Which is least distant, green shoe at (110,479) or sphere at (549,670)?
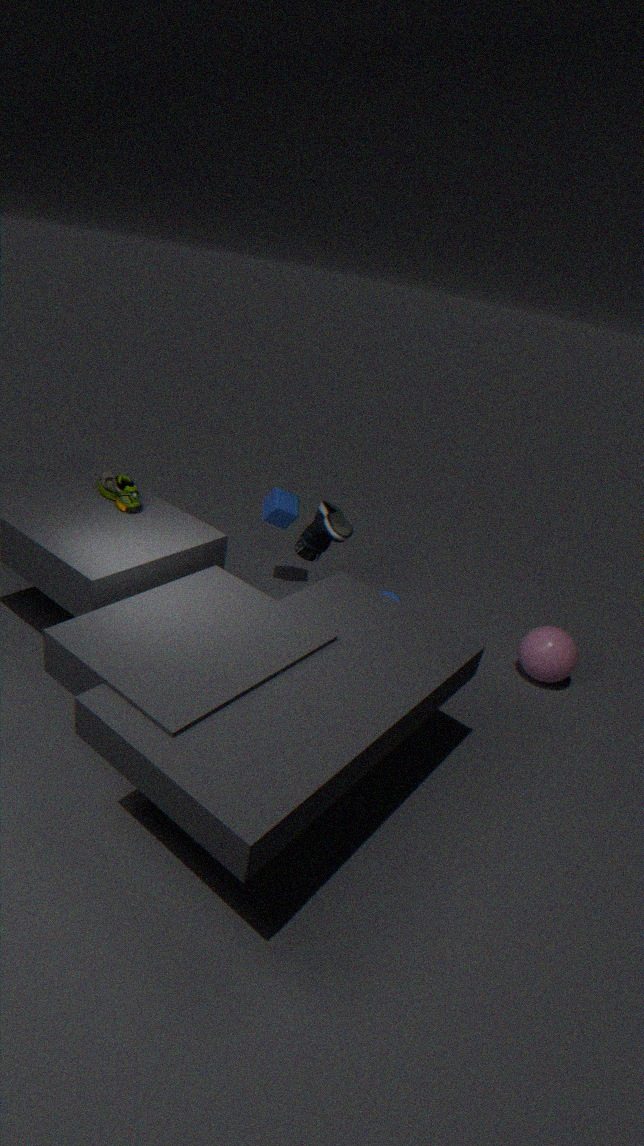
green shoe at (110,479)
